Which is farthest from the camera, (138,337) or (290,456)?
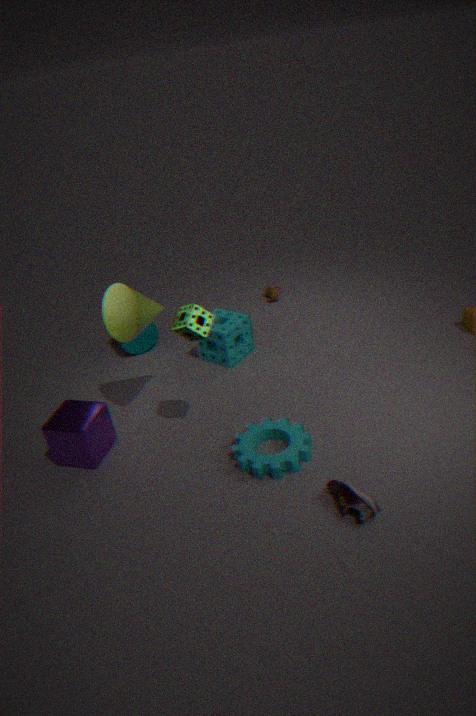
(138,337)
